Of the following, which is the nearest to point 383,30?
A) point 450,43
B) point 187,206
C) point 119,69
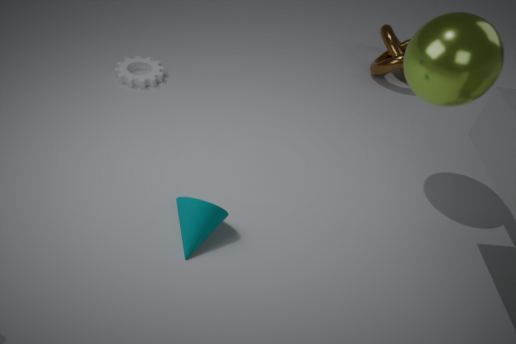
point 450,43
